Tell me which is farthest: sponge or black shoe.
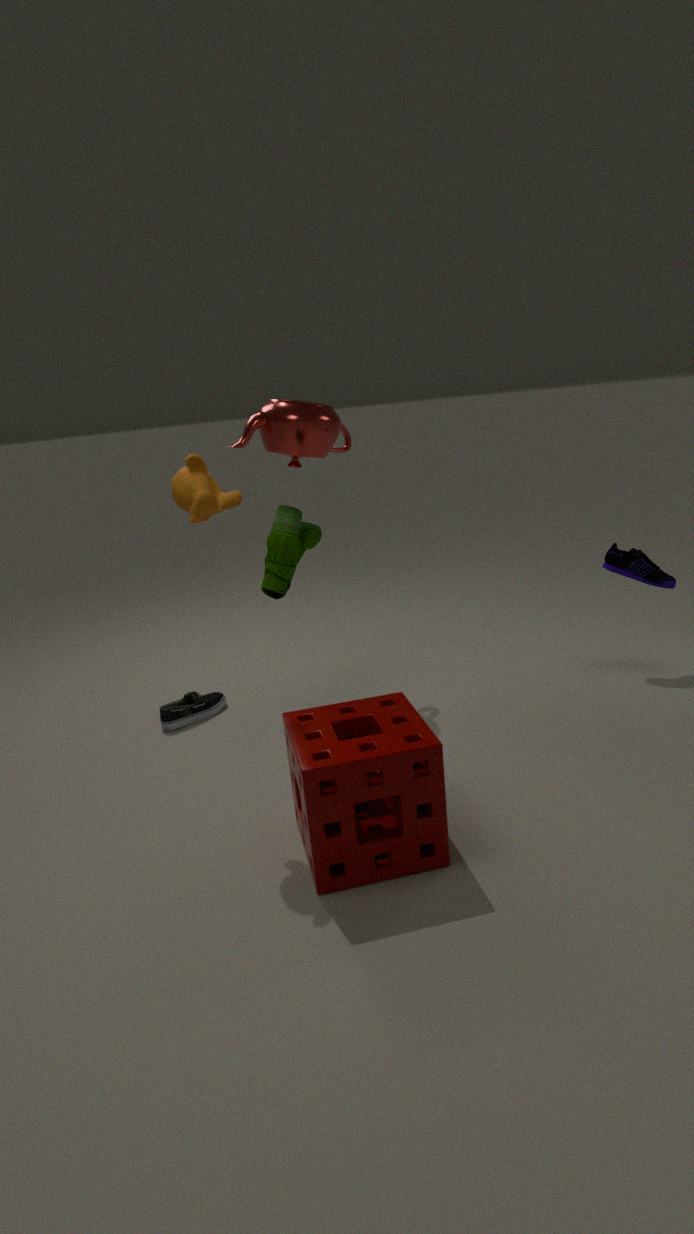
black shoe
